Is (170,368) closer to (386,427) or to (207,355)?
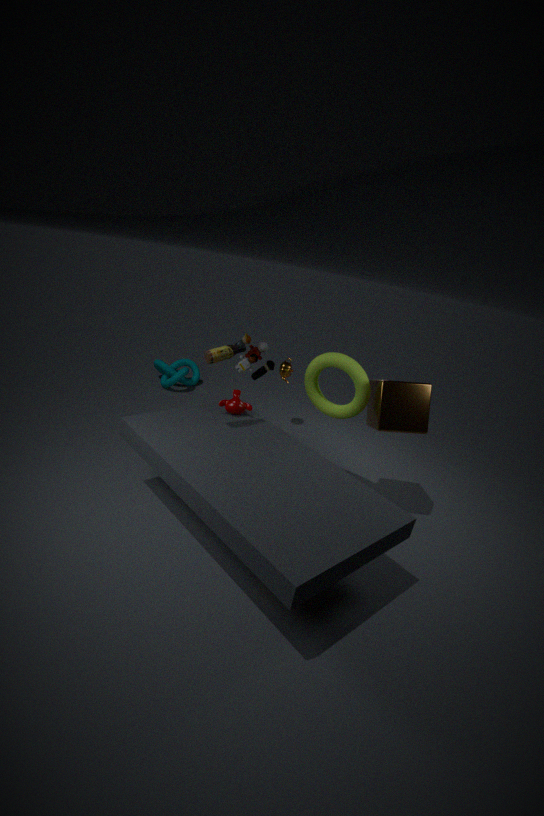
(207,355)
